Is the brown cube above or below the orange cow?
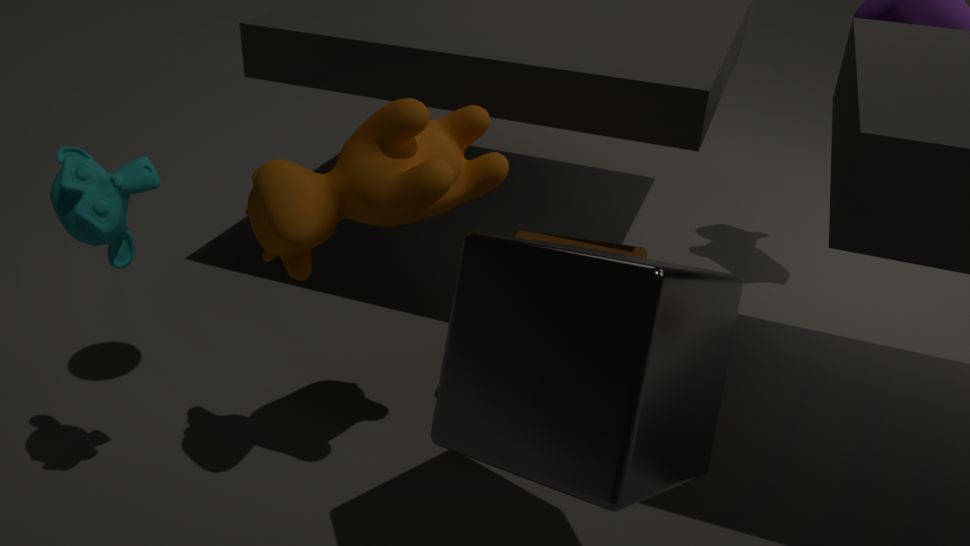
below
